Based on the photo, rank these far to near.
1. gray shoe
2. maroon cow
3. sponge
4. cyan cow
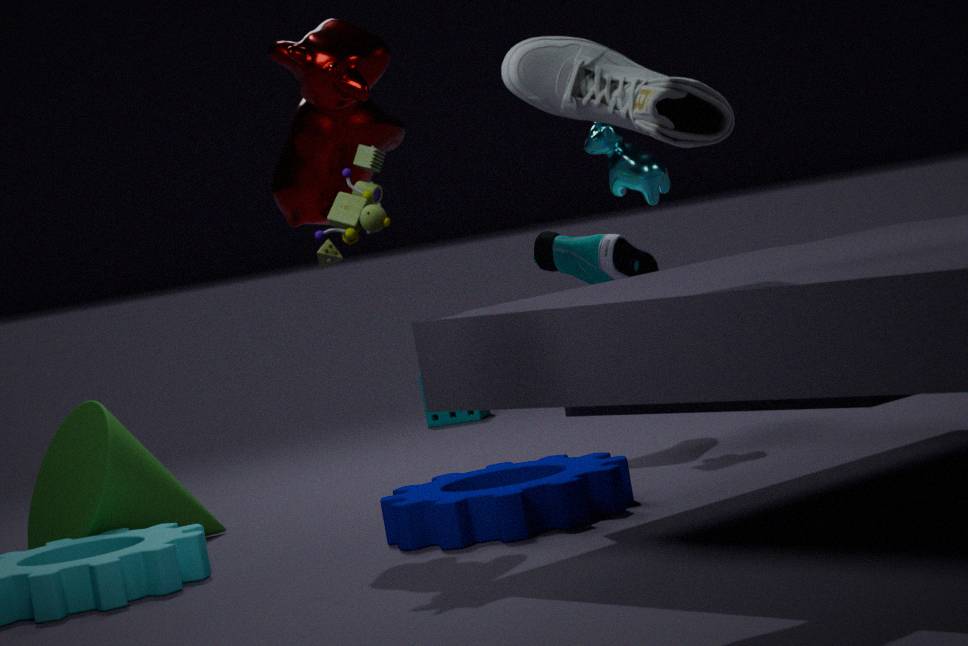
sponge < cyan cow < maroon cow < gray shoe
